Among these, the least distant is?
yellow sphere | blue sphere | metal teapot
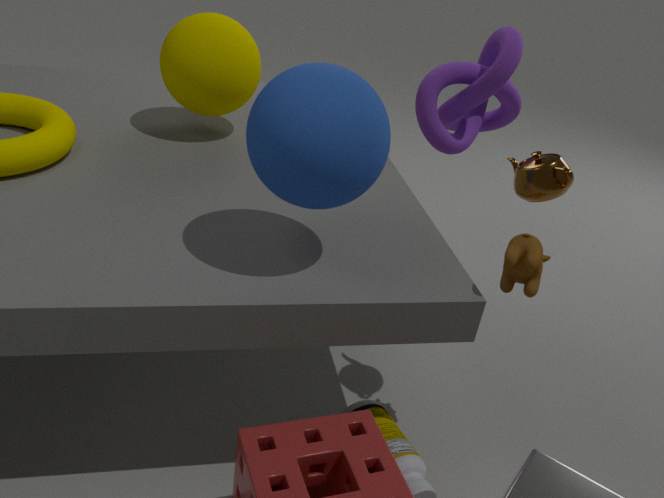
blue sphere
